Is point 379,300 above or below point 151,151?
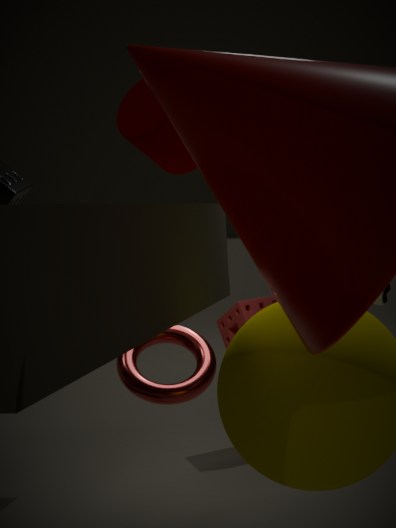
below
